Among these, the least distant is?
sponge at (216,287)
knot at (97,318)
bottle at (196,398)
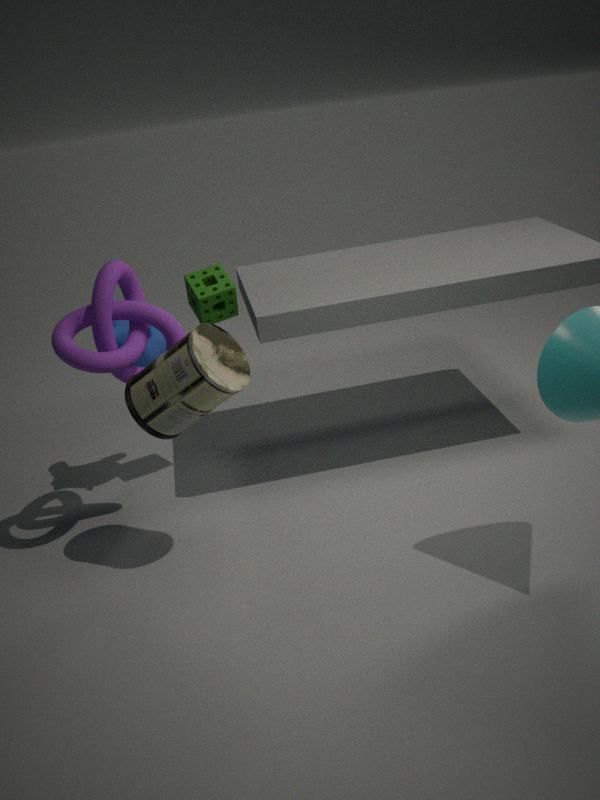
bottle at (196,398)
